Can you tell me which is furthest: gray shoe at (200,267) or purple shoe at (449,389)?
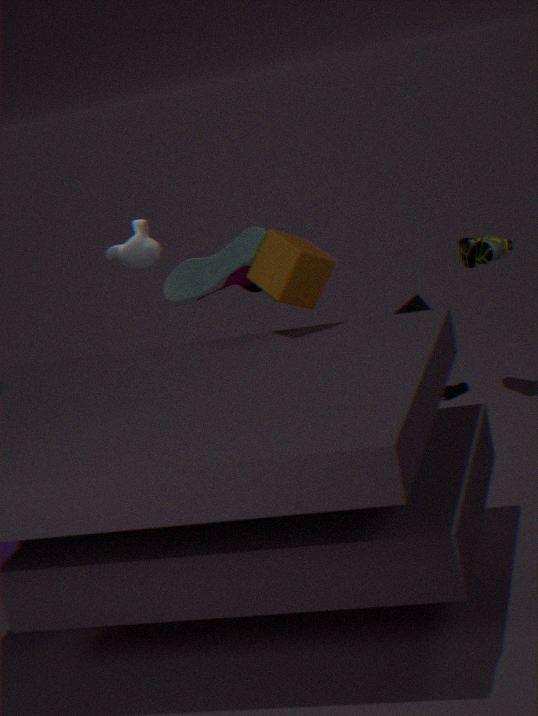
purple shoe at (449,389)
